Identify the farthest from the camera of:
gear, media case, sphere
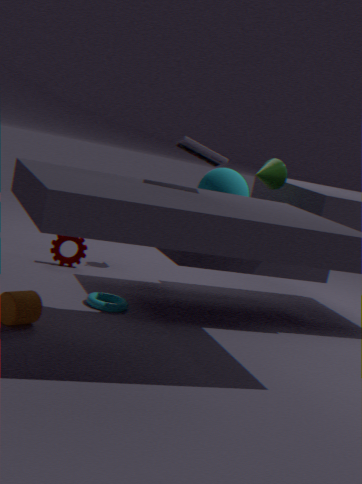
gear
